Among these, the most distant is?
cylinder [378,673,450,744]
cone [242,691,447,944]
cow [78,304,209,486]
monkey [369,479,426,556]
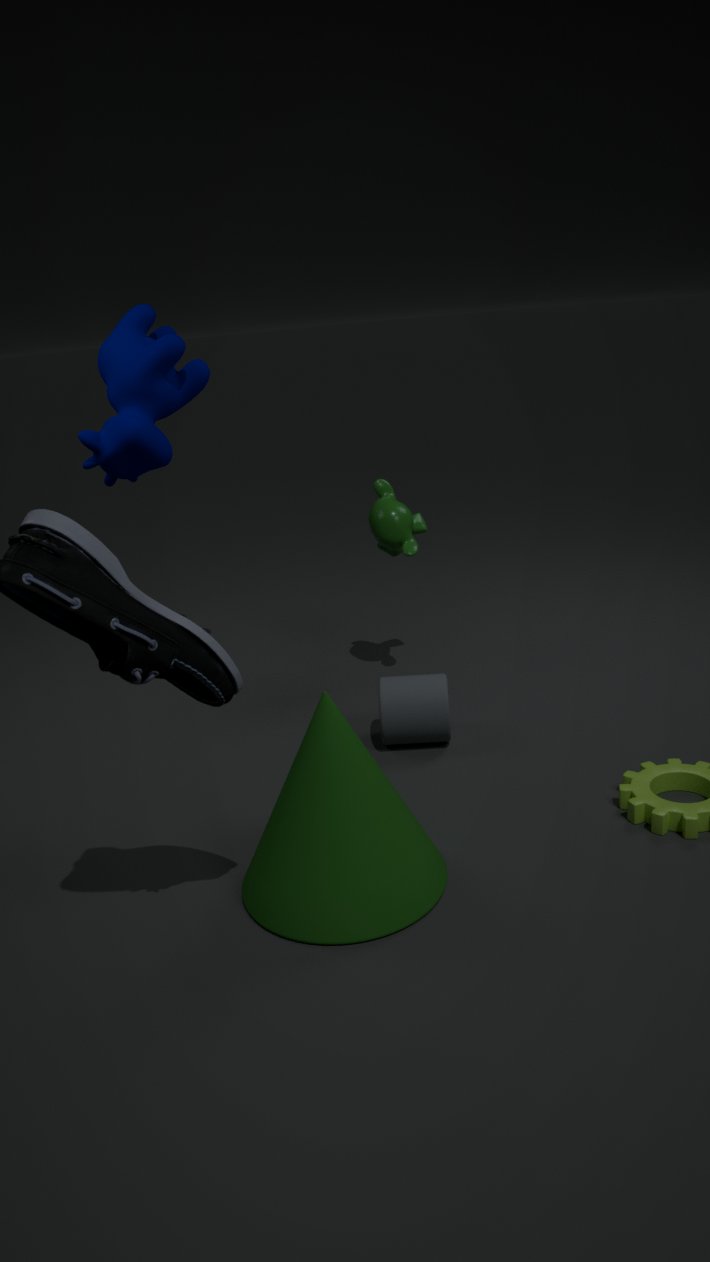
monkey [369,479,426,556]
